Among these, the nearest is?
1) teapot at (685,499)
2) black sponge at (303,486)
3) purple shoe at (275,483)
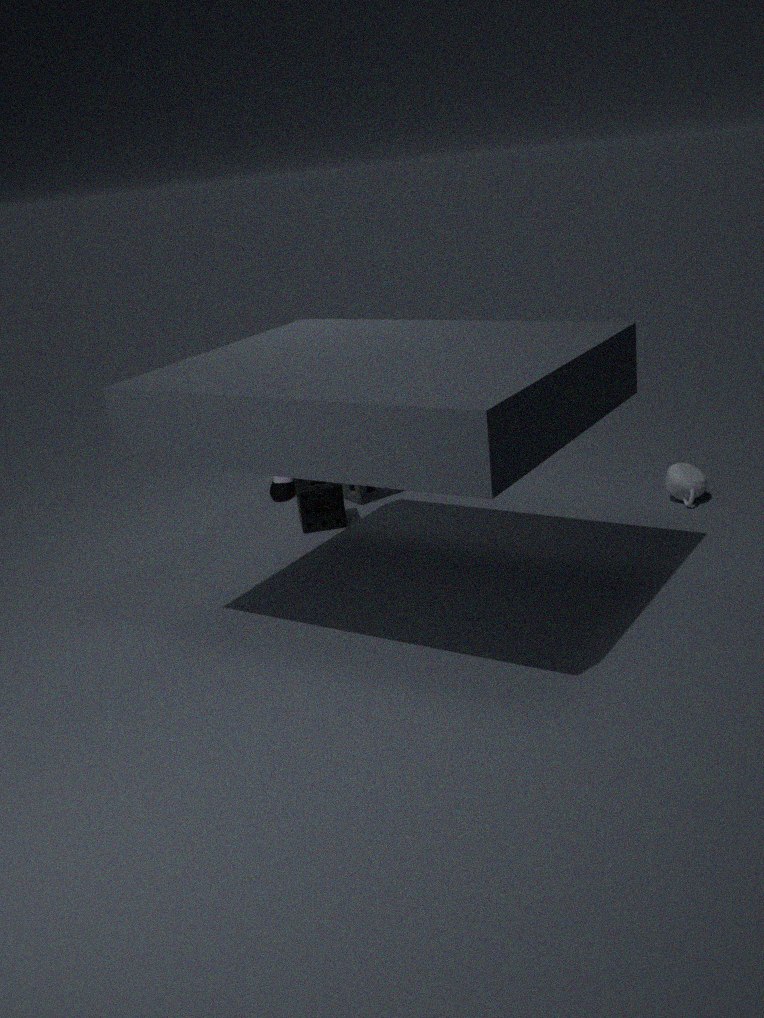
1. teapot at (685,499)
